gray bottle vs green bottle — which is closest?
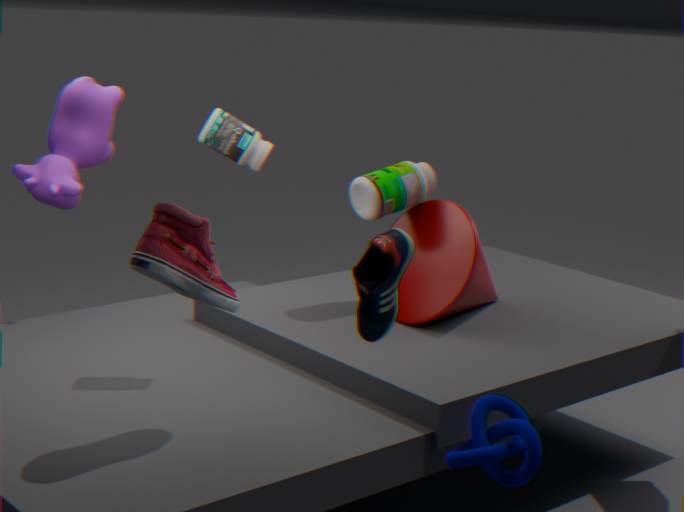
gray bottle
